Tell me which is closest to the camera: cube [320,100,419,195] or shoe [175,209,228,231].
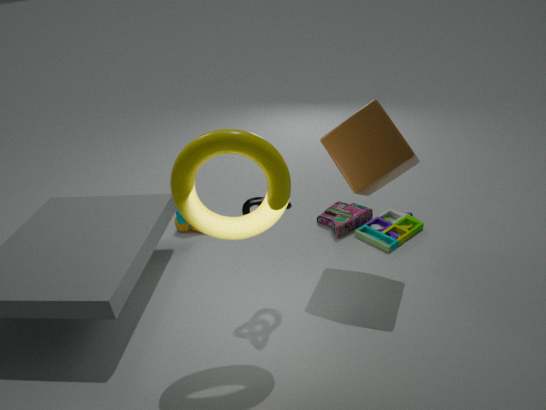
cube [320,100,419,195]
